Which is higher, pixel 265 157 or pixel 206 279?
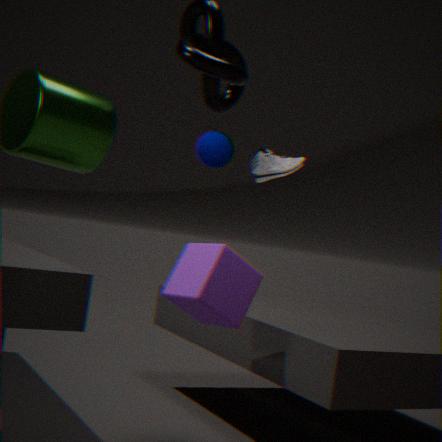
pixel 265 157
